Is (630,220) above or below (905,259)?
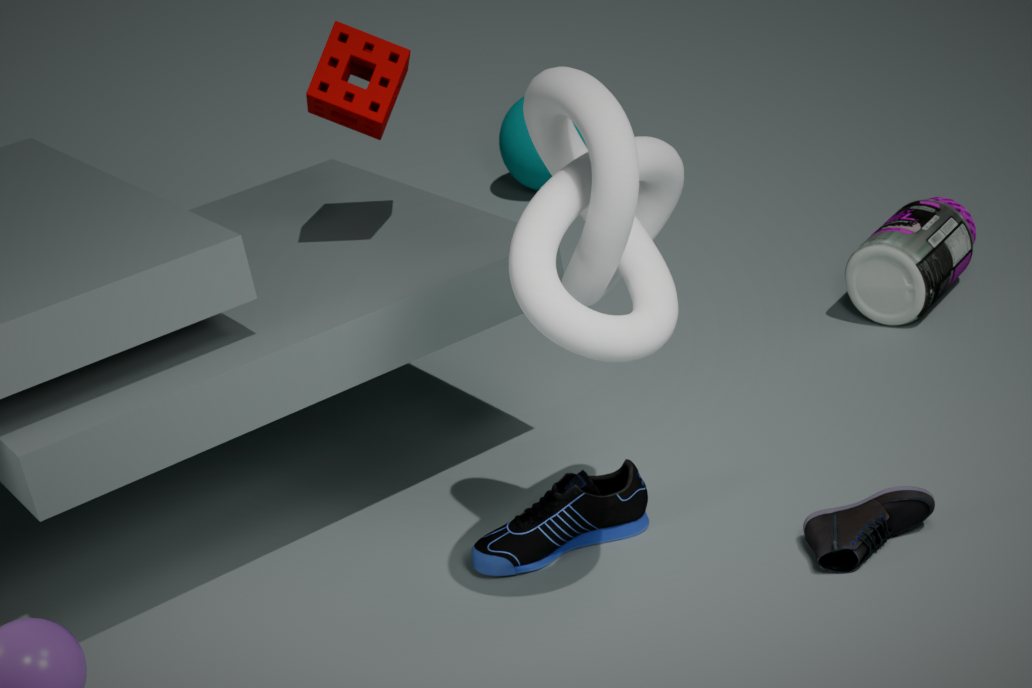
above
